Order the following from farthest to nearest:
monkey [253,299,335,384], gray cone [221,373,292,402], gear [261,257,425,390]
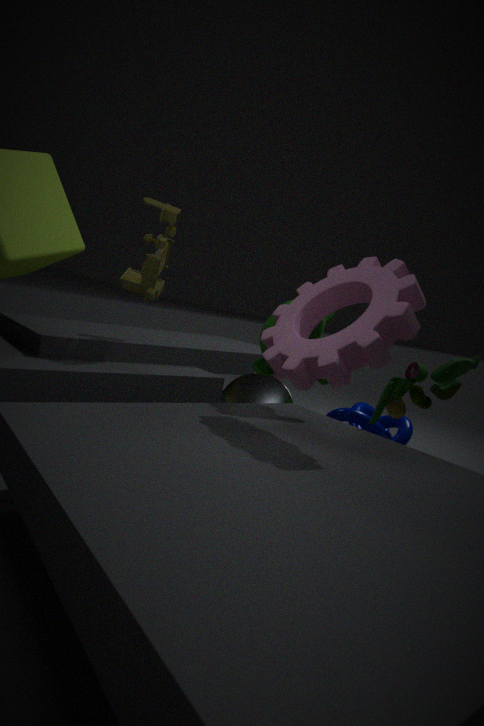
gray cone [221,373,292,402], monkey [253,299,335,384], gear [261,257,425,390]
